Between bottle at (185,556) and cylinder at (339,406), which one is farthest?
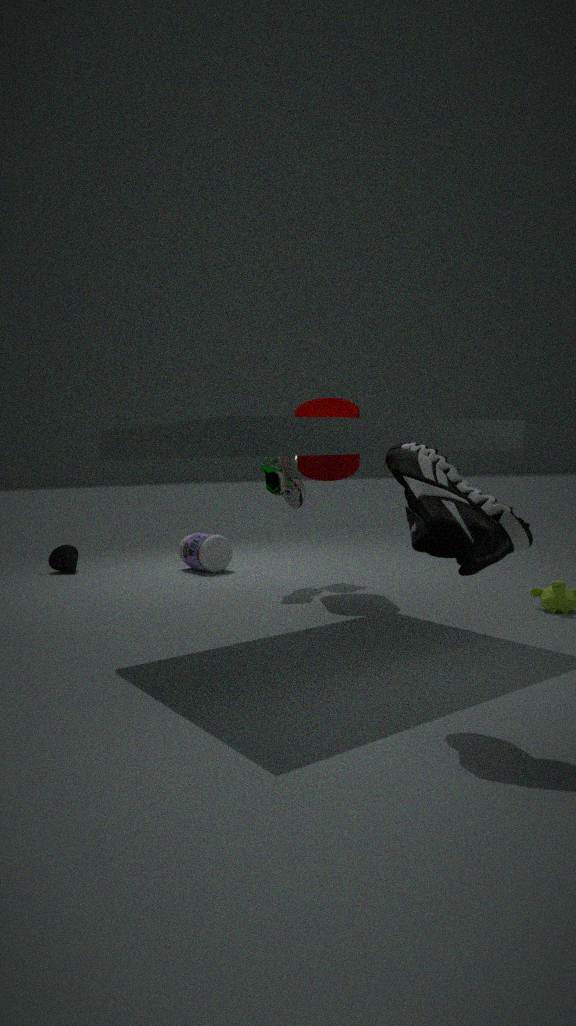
bottle at (185,556)
